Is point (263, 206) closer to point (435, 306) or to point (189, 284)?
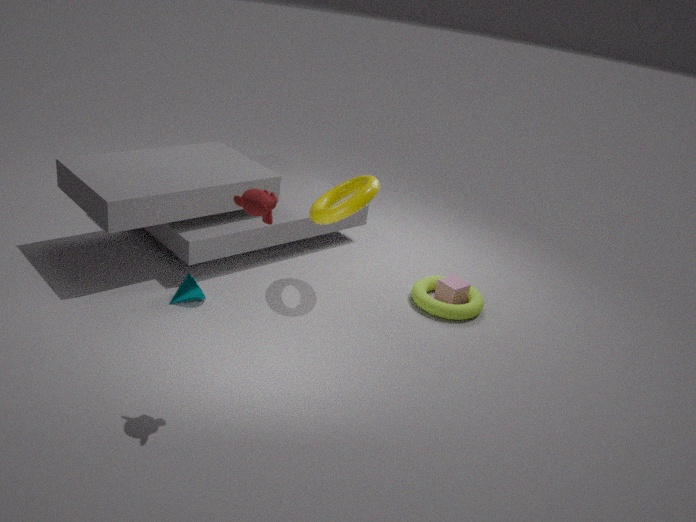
point (189, 284)
